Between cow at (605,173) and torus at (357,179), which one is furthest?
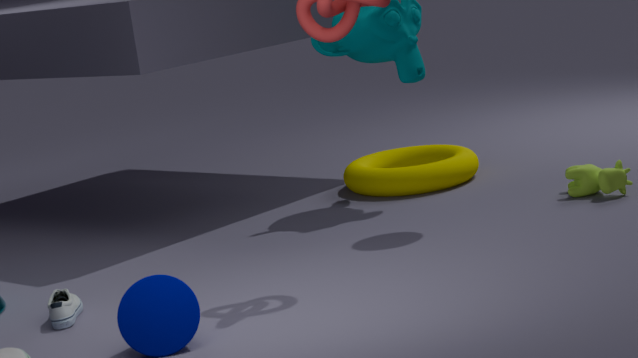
torus at (357,179)
